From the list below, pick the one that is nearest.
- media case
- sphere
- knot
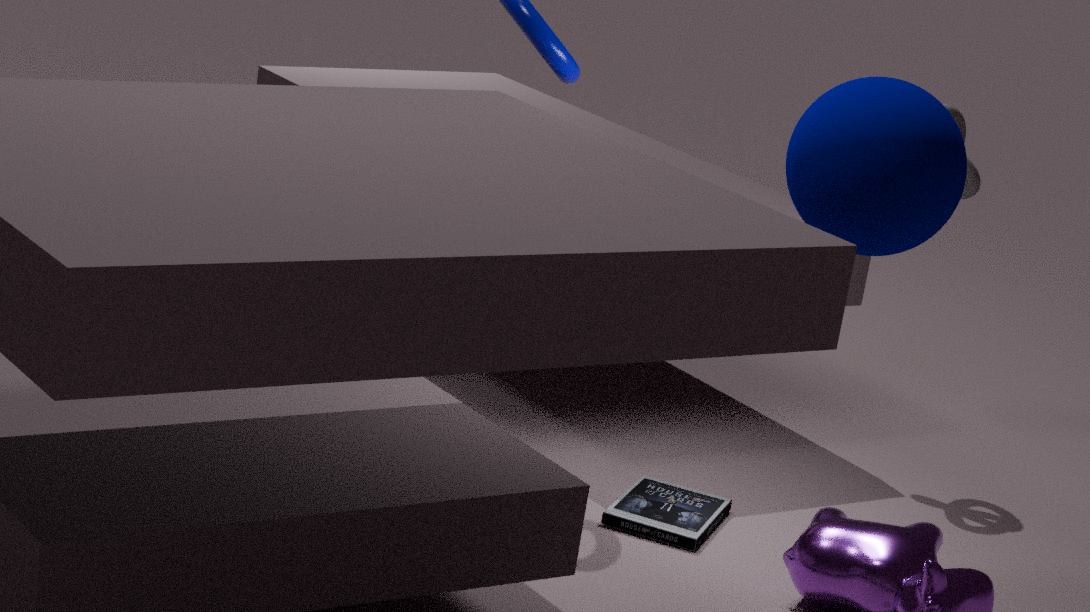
sphere
